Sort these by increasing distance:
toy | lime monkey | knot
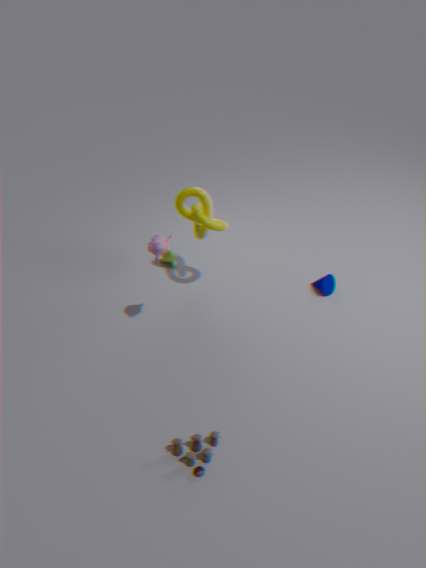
toy
knot
lime monkey
